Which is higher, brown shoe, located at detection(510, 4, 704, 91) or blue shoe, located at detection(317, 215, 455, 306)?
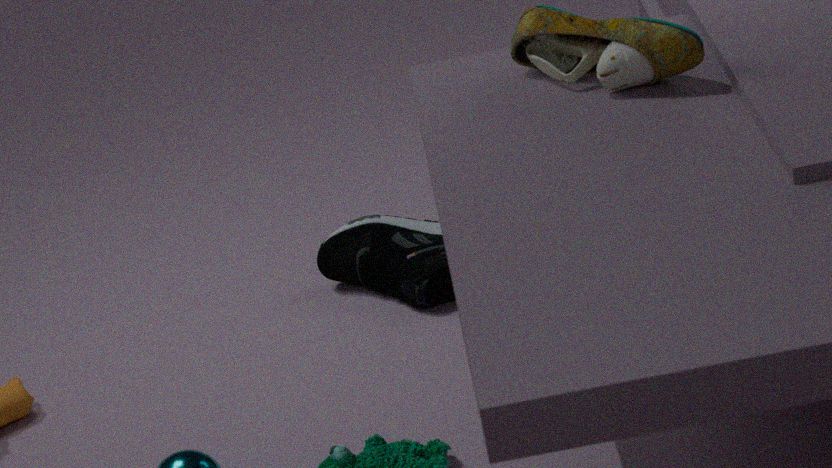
brown shoe, located at detection(510, 4, 704, 91)
